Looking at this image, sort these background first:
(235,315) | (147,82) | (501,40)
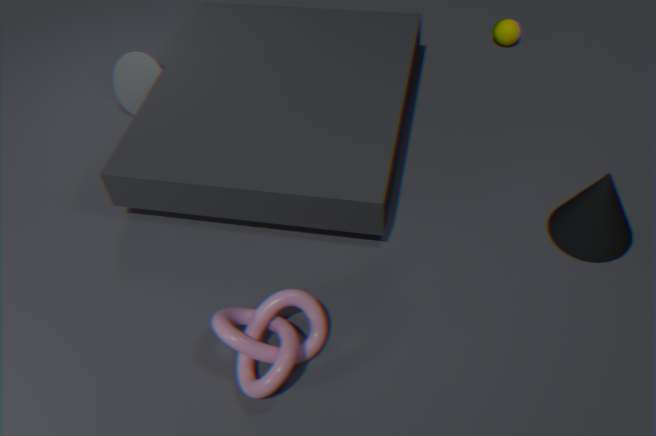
(501,40) < (147,82) < (235,315)
